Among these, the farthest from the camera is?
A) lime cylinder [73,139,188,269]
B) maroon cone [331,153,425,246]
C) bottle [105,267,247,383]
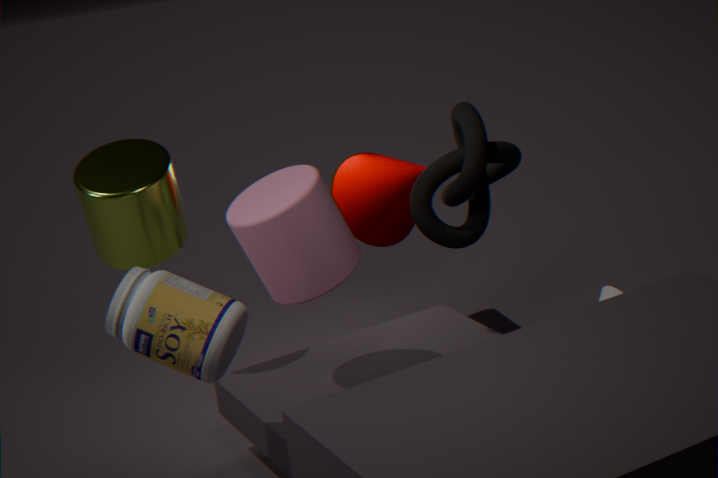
B. maroon cone [331,153,425,246]
